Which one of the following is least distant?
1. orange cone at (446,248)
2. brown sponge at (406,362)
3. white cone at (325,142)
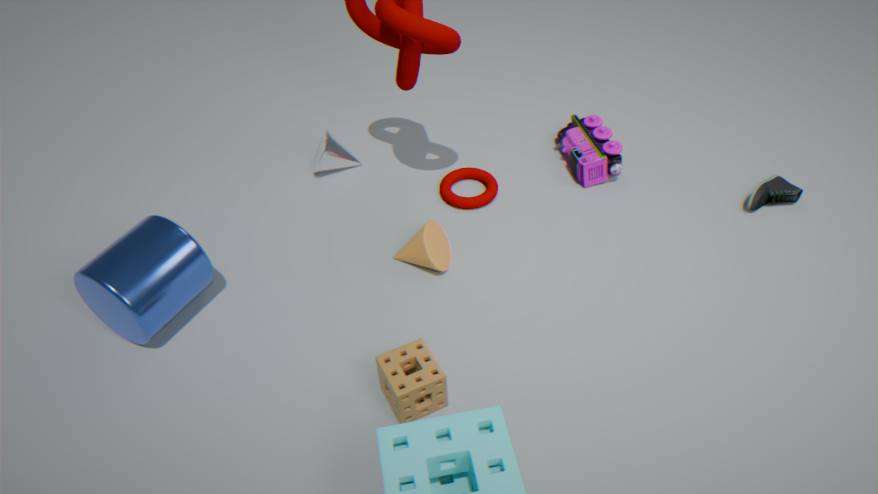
brown sponge at (406,362)
